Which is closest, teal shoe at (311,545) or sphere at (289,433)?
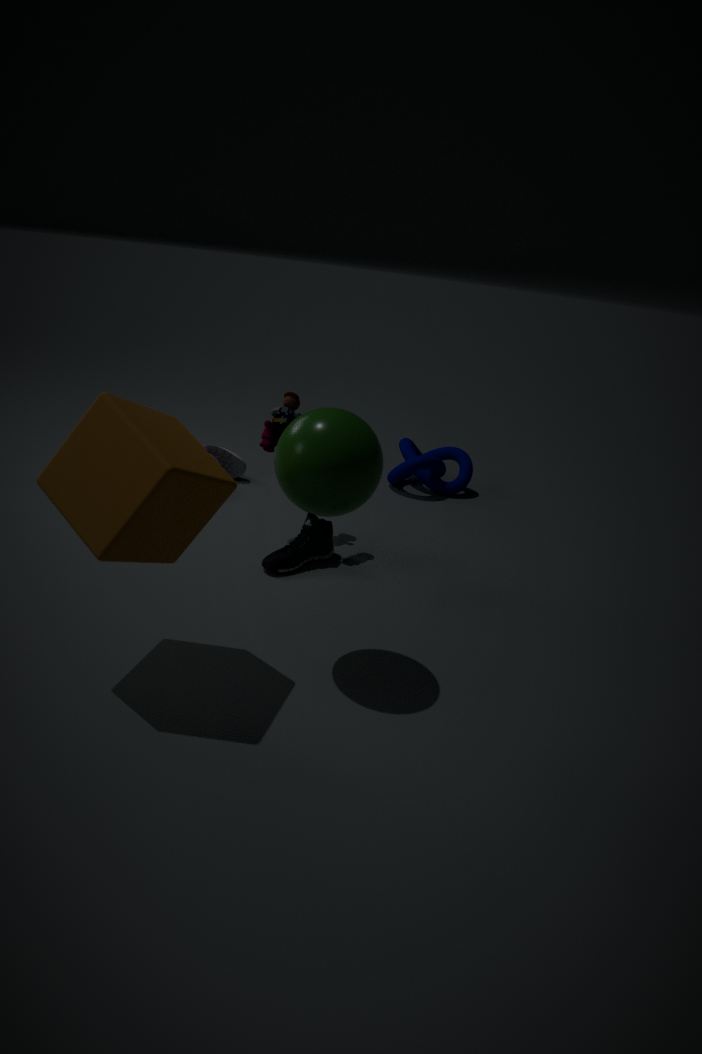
sphere at (289,433)
